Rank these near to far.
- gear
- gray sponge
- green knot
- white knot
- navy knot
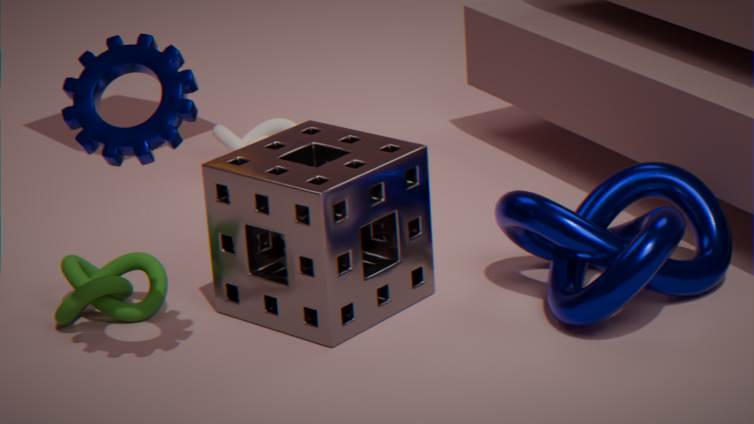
gear, navy knot, gray sponge, green knot, white knot
